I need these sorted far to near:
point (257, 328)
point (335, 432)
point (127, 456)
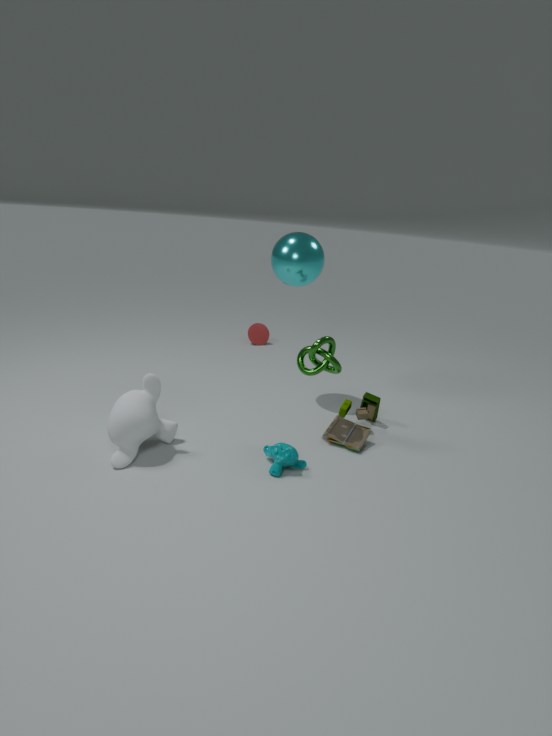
point (257, 328), point (335, 432), point (127, 456)
